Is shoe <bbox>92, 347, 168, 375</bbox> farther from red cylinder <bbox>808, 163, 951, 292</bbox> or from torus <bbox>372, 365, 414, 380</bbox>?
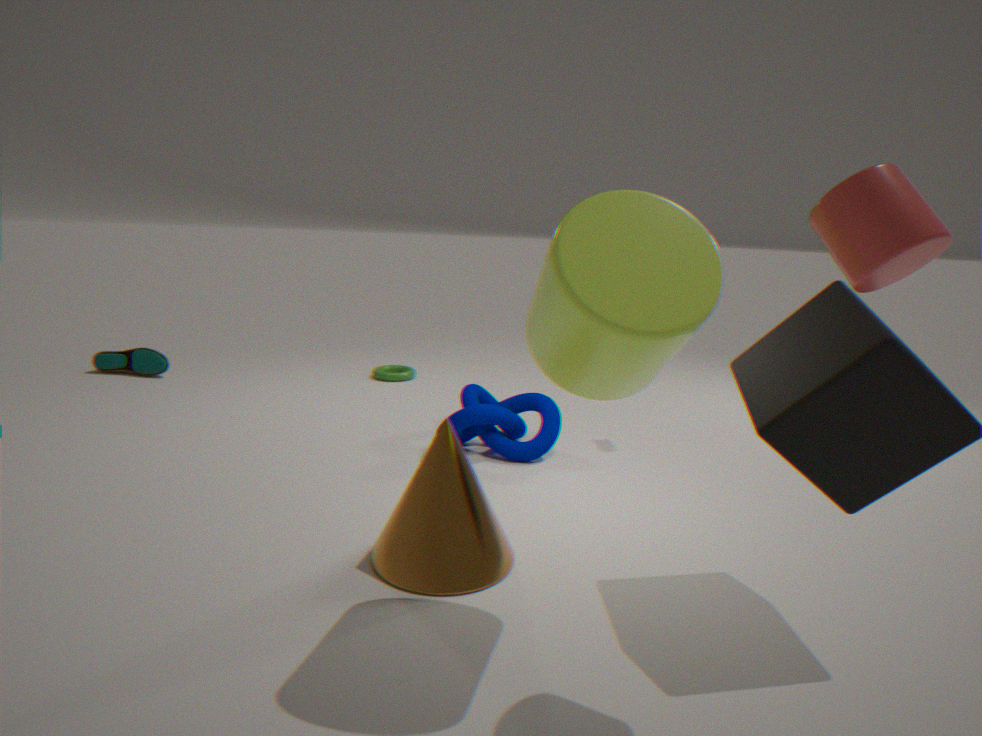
red cylinder <bbox>808, 163, 951, 292</bbox>
